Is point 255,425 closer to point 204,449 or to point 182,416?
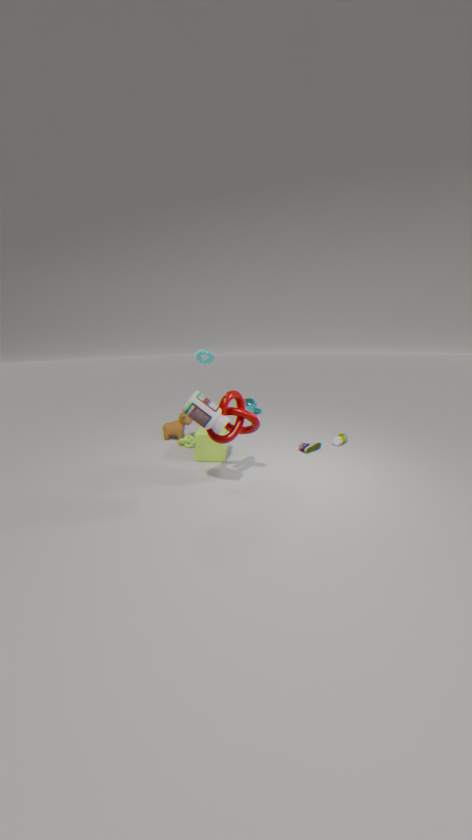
point 204,449
